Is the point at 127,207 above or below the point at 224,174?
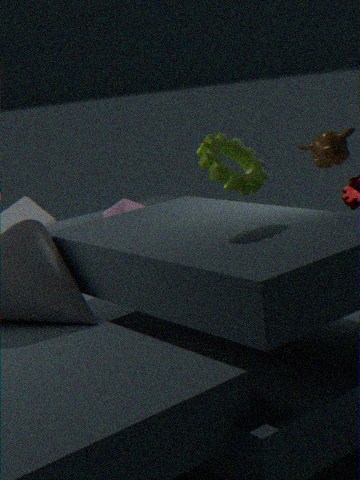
below
